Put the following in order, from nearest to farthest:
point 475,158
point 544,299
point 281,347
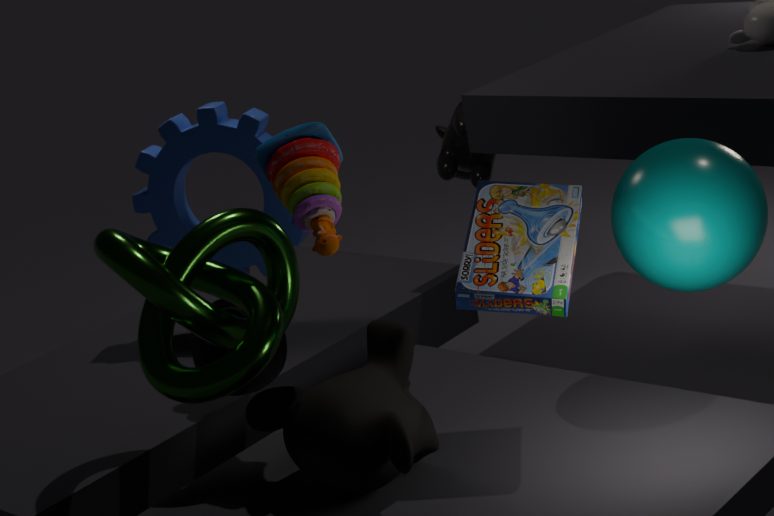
point 544,299, point 281,347, point 475,158
